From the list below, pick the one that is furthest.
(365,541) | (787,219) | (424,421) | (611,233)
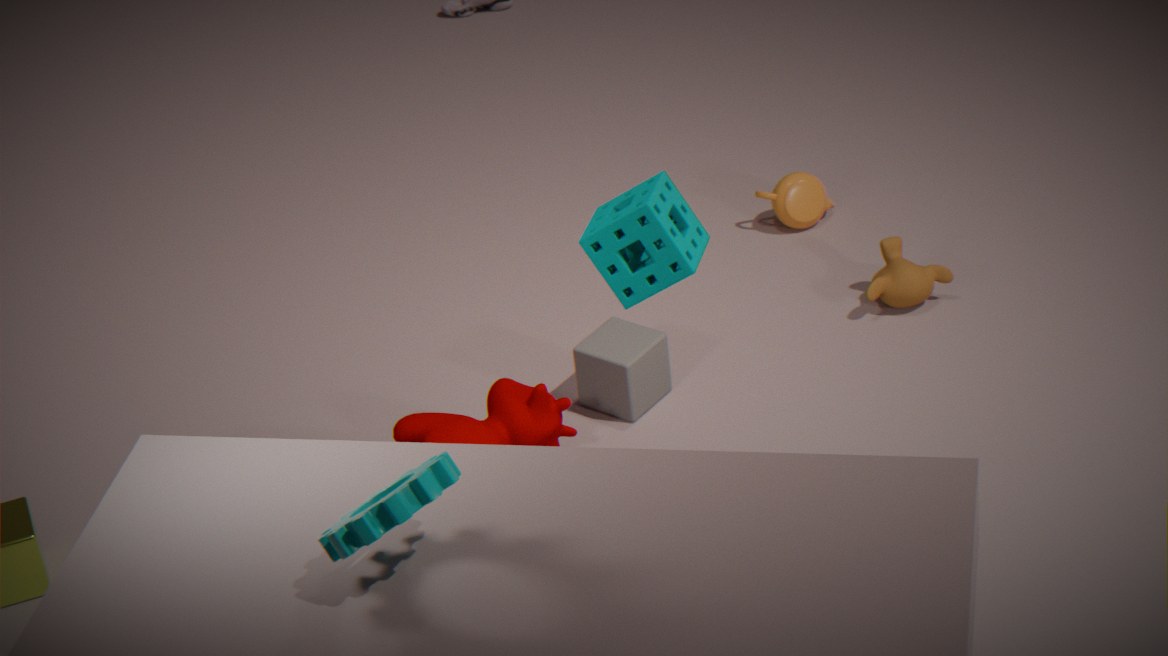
(787,219)
